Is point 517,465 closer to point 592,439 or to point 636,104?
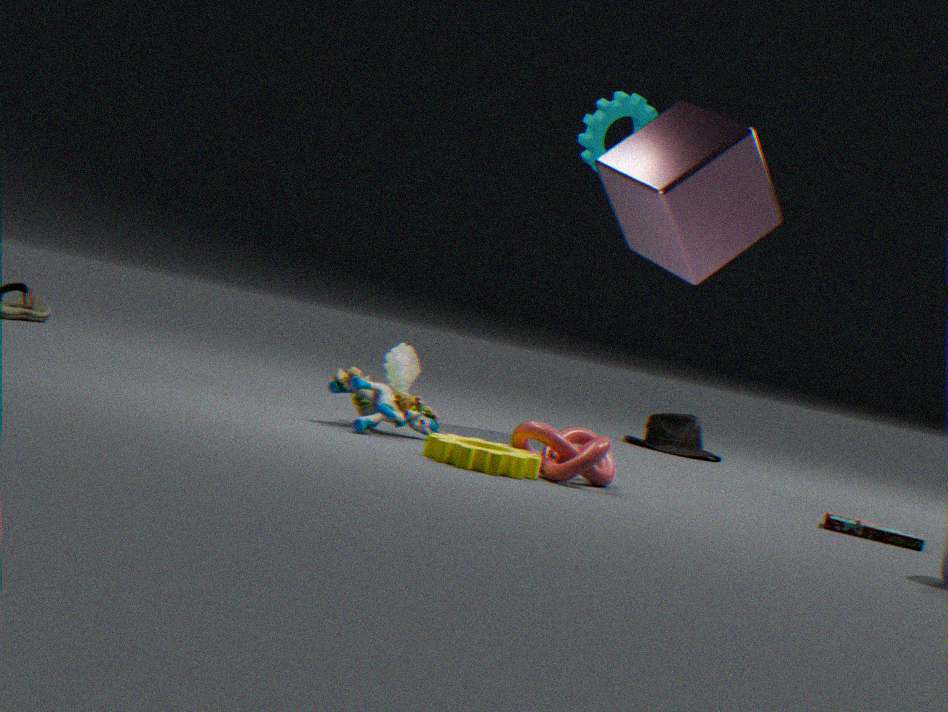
point 592,439
